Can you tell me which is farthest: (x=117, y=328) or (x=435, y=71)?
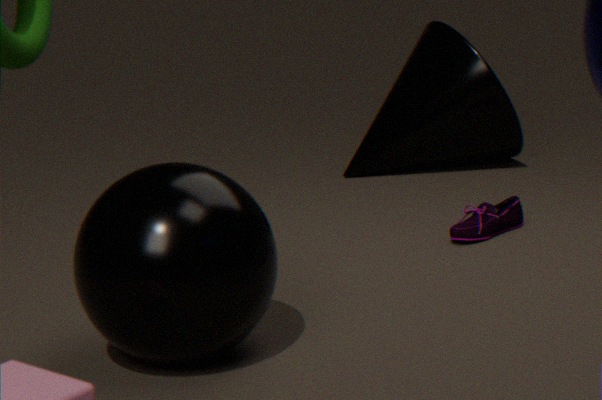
Result: (x=435, y=71)
